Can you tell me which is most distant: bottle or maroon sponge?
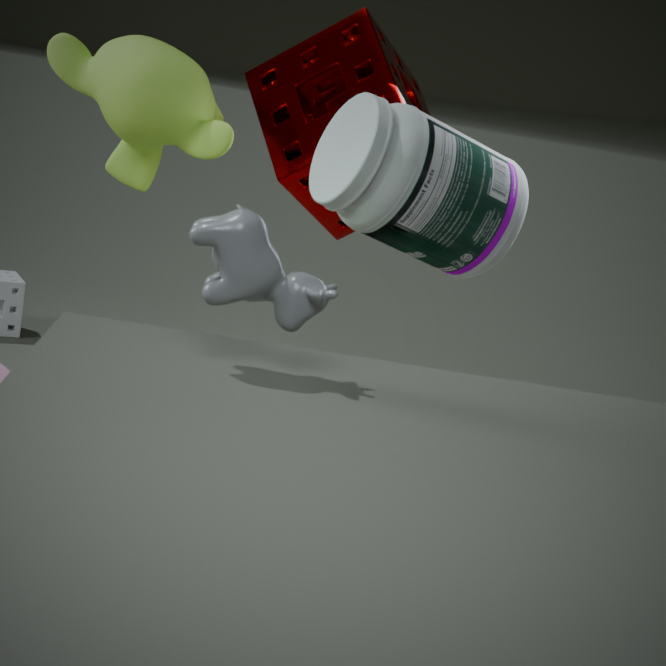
maroon sponge
